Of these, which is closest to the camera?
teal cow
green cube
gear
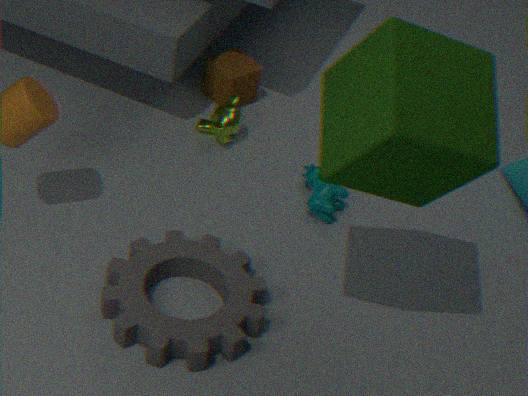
green cube
